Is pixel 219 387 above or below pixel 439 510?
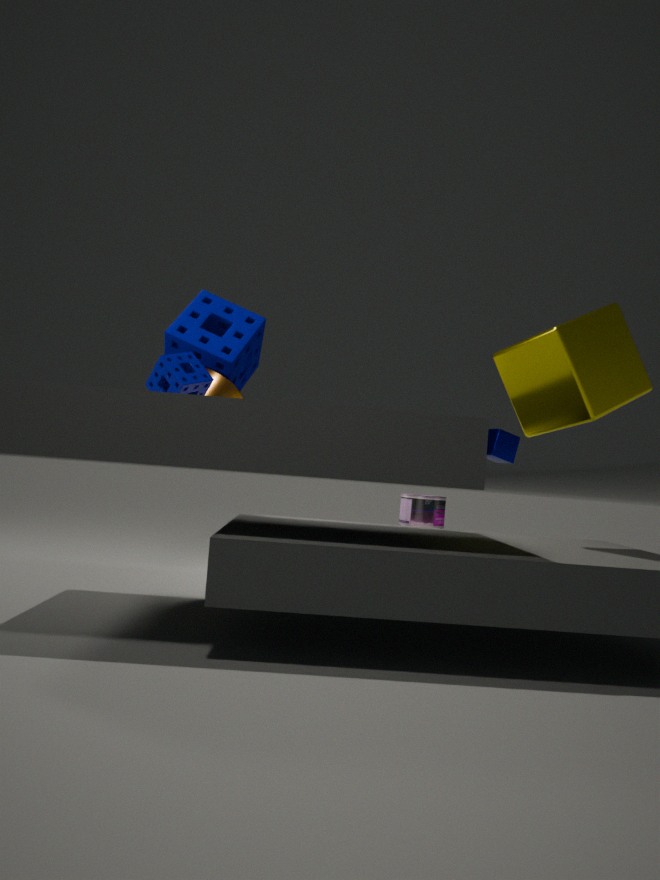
above
